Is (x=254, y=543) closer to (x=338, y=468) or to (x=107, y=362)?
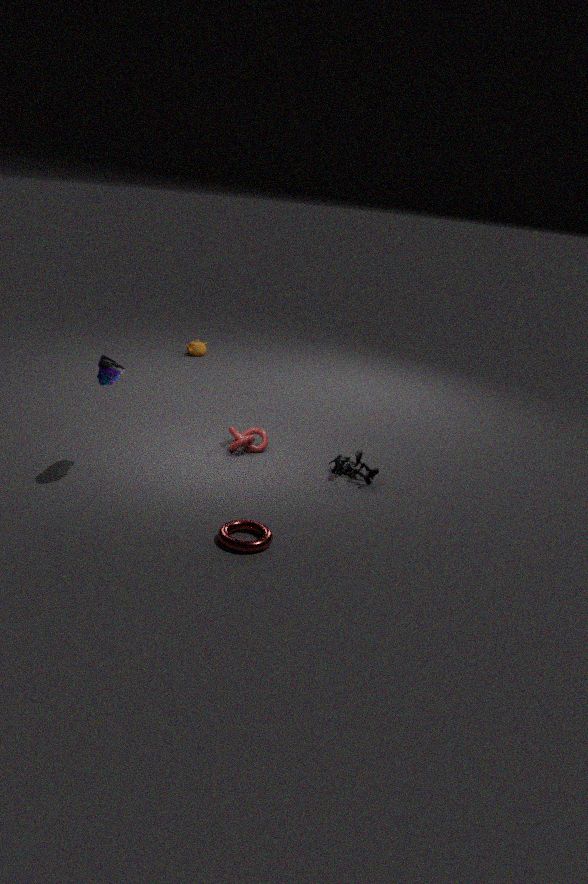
(x=338, y=468)
